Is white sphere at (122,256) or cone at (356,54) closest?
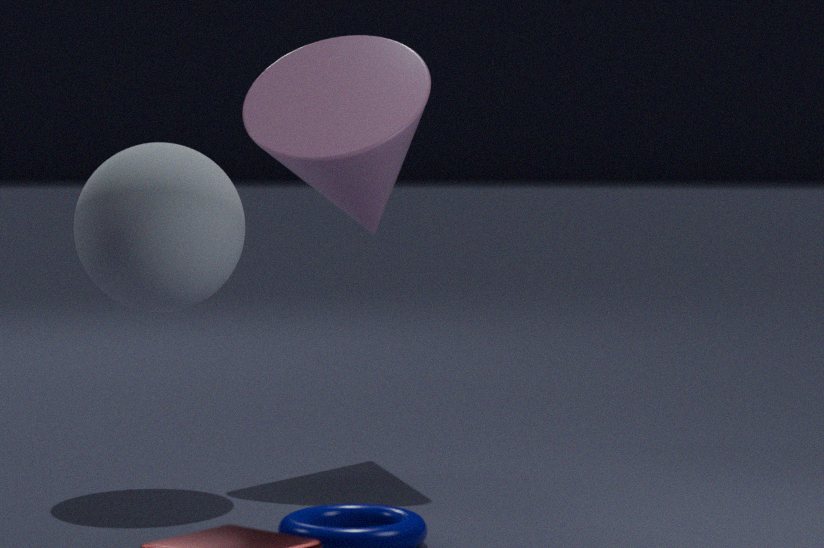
white sphere at (122,256)
